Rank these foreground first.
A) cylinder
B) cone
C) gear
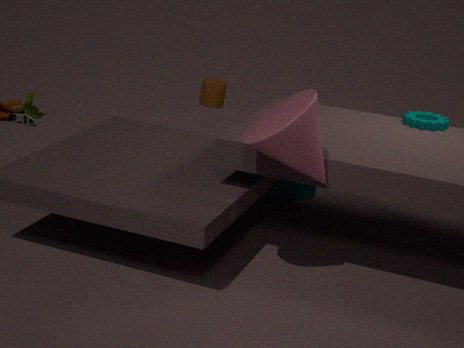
cone
gear
cylinder
